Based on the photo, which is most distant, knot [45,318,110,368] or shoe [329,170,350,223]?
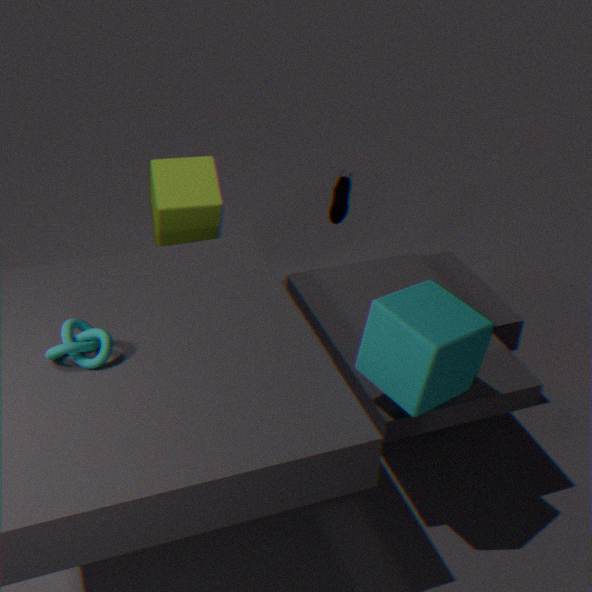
shoe [329,170,350,223]
